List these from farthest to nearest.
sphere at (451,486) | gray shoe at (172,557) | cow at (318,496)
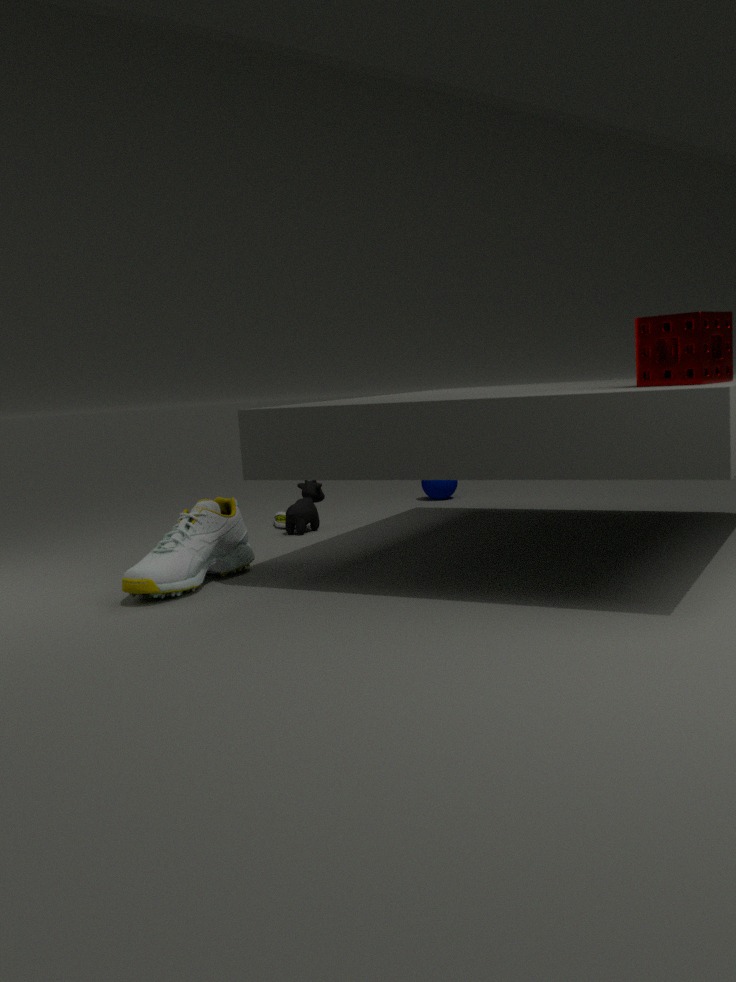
1. sphere at (451,486)
2. cow at (318,496)
3. gray shoe at (172,557)
